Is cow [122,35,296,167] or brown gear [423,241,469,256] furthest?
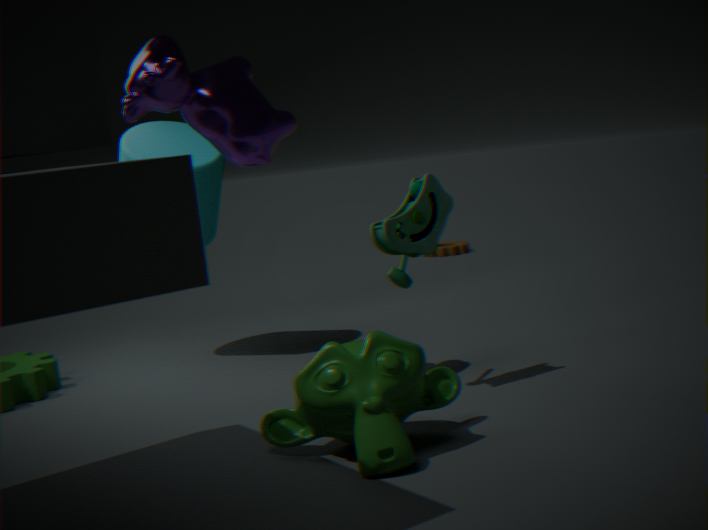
brown gear [423,241,469,256]
